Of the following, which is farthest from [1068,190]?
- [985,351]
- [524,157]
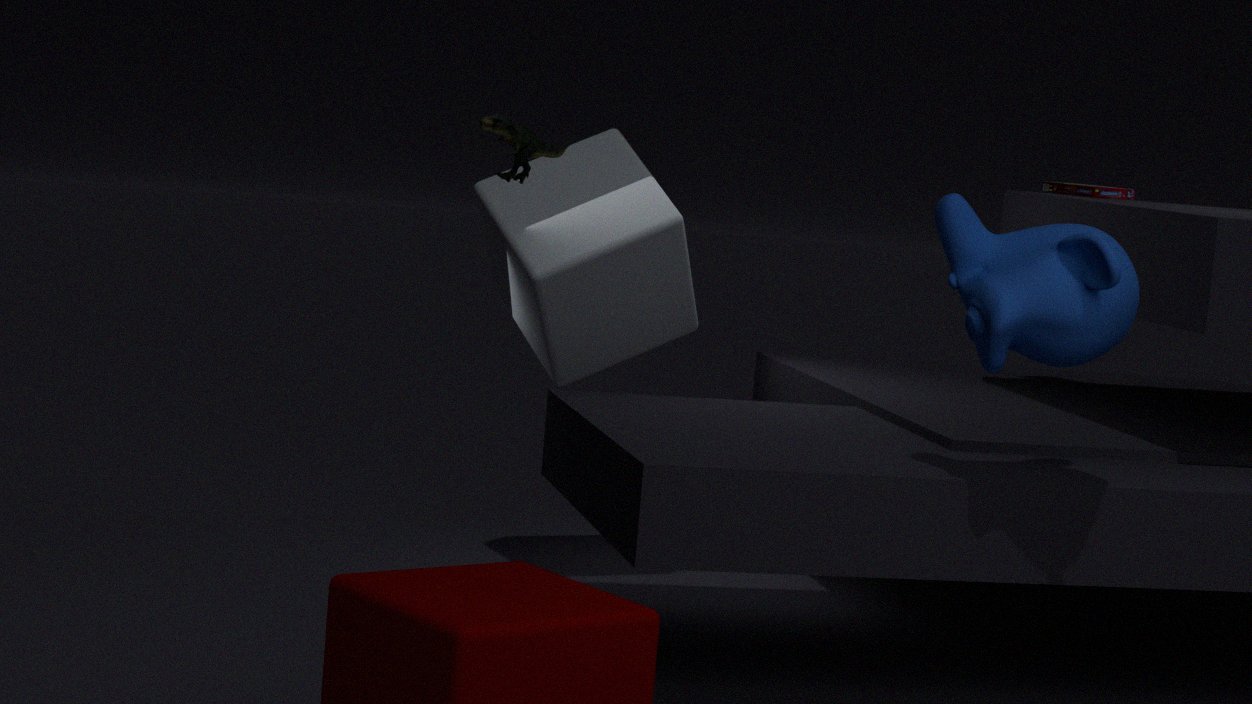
[524,157]
